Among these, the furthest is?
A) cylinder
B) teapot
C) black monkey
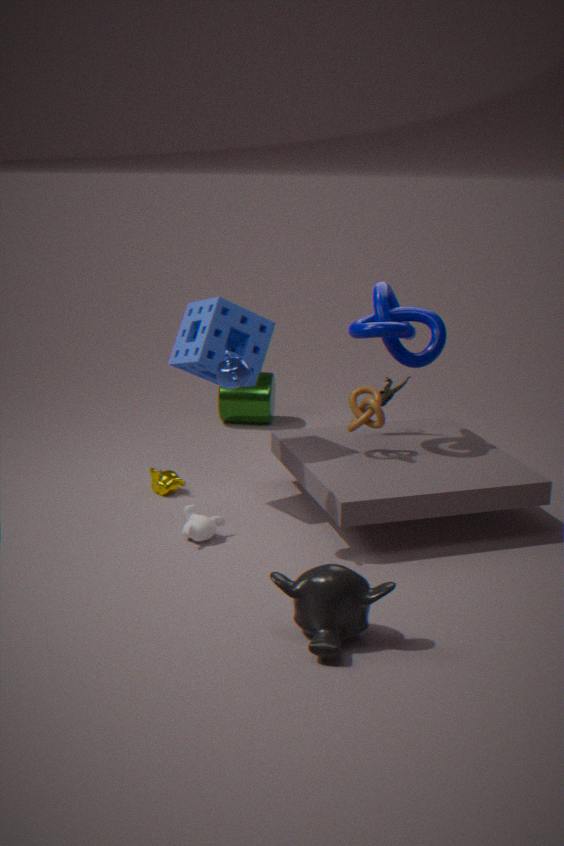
cylinder
